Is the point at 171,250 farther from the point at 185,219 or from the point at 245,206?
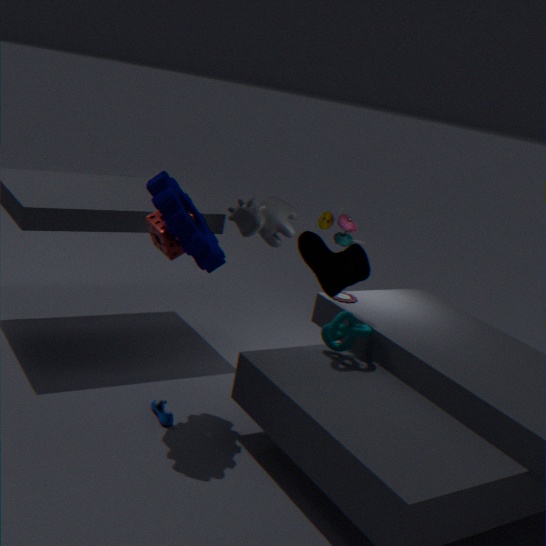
the point at 245,206
